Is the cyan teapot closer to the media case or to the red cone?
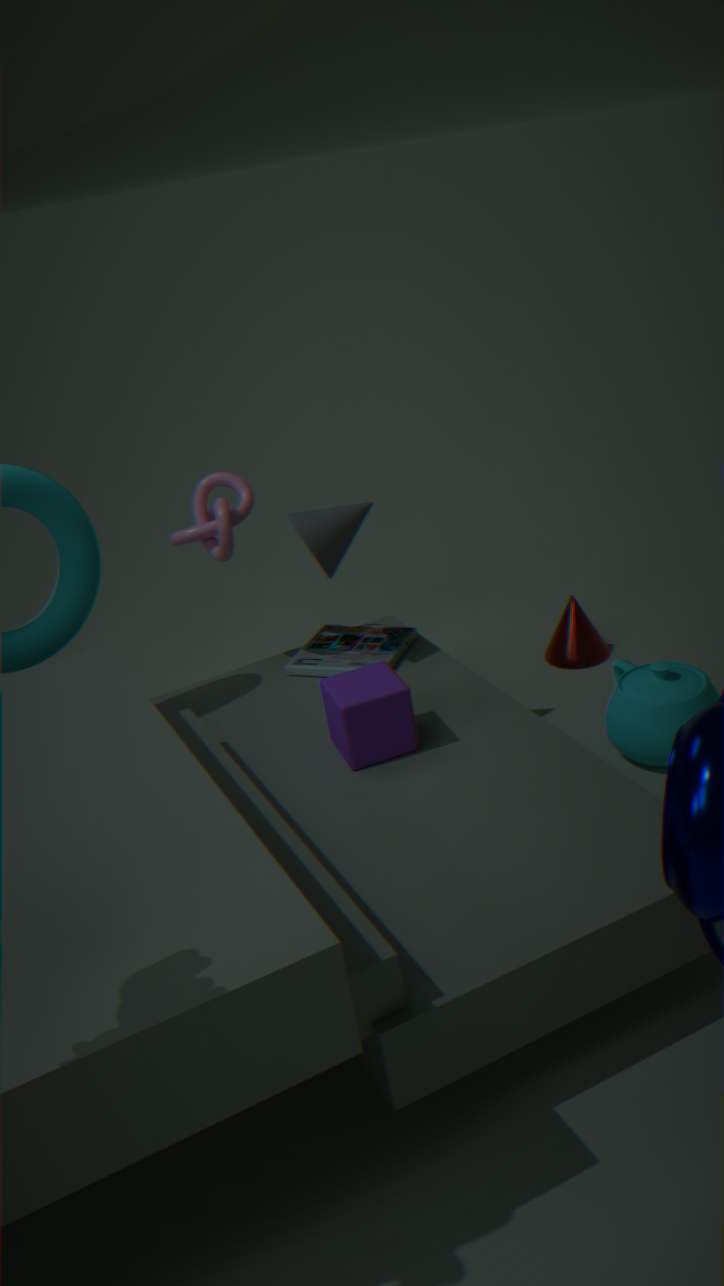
the red cone
